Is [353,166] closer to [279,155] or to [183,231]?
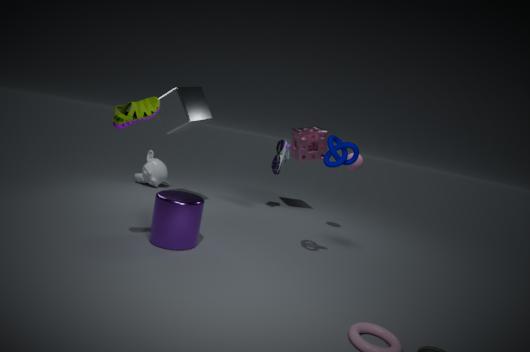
[279,155]
